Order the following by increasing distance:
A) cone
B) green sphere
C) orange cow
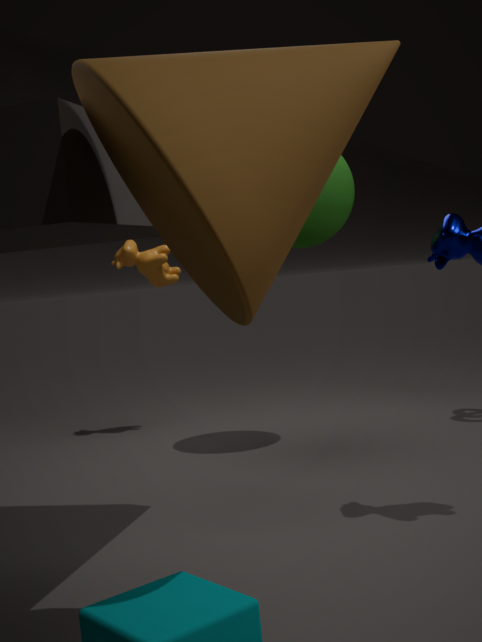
1. cone
2. green sphere
3. orange cow
